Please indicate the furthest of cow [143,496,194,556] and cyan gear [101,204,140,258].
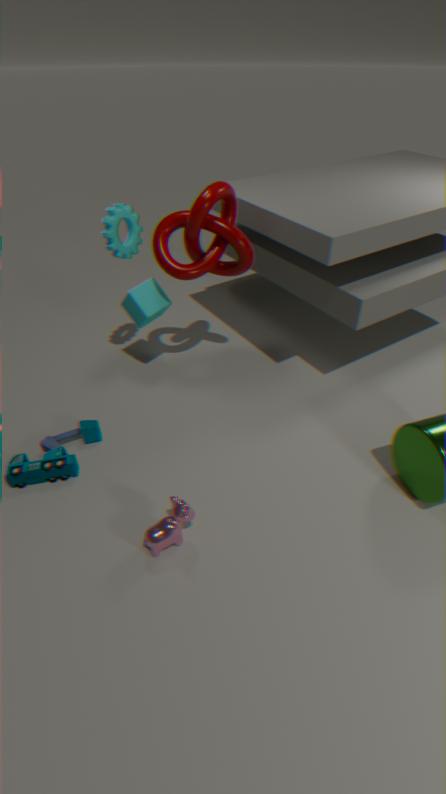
cyan gear [101,204,140,258]
